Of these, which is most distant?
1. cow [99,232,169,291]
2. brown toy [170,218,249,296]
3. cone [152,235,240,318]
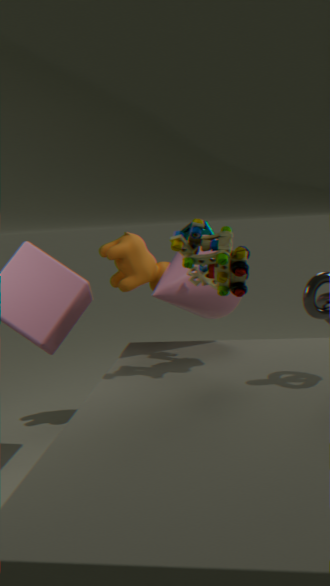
cow [99,232,169,291]
